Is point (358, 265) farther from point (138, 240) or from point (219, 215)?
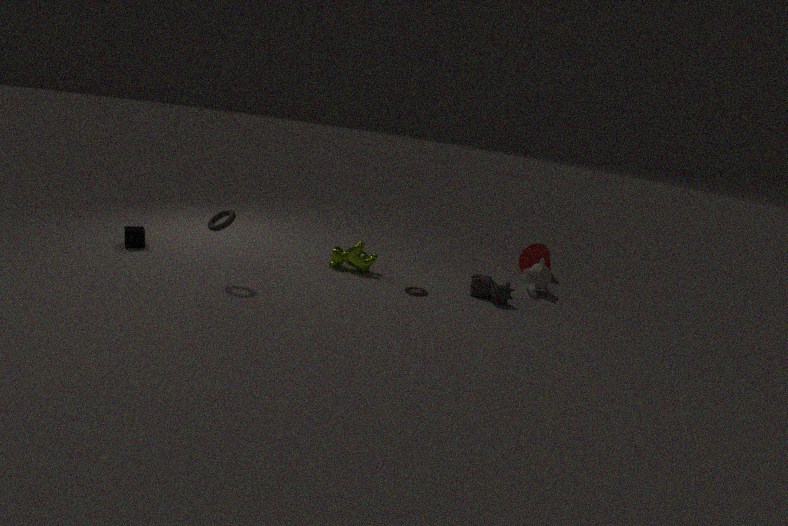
point (138, 240)
